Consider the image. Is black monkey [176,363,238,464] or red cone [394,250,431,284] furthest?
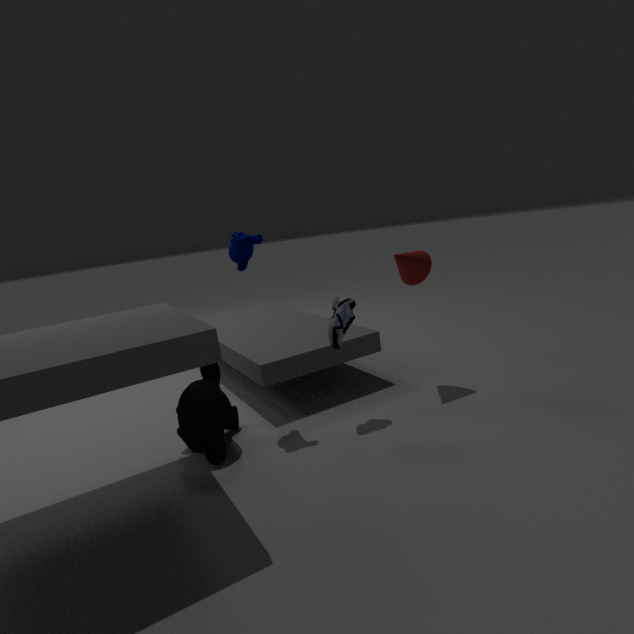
red cone [394,250,431,284]
